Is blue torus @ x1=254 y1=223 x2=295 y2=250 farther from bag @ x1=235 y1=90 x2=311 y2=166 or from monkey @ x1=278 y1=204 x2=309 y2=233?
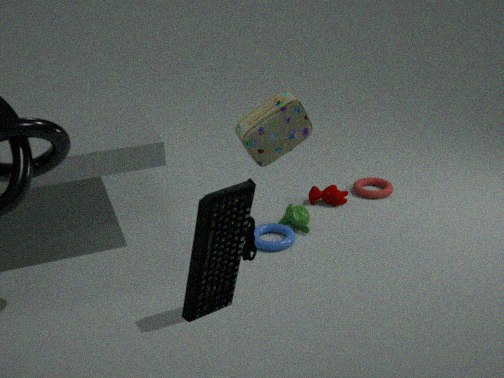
bag @ x1=235 y1=90 x2=311 y2=166
